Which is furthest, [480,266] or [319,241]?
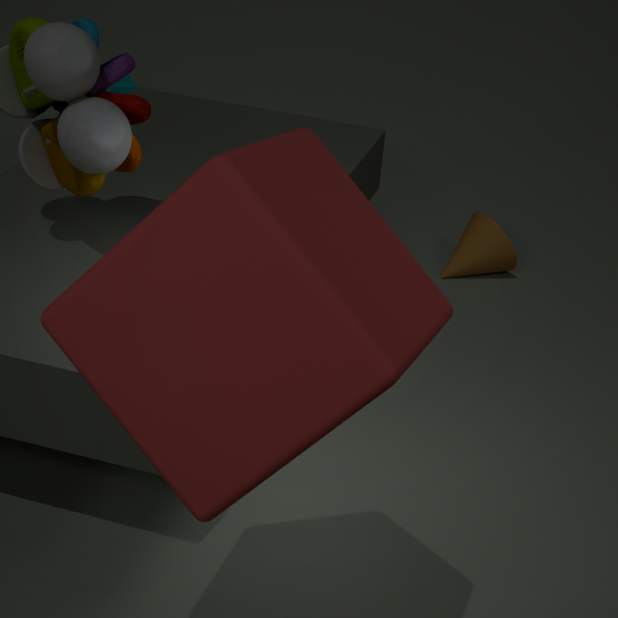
[480,266]
